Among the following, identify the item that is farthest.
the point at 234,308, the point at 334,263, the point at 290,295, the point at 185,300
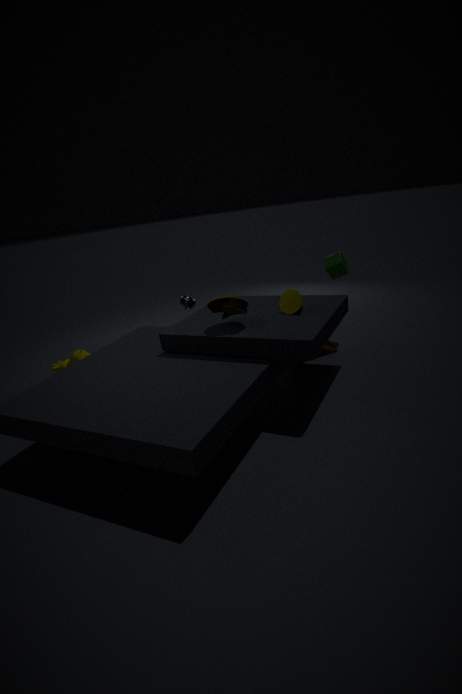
the point at 334,263
